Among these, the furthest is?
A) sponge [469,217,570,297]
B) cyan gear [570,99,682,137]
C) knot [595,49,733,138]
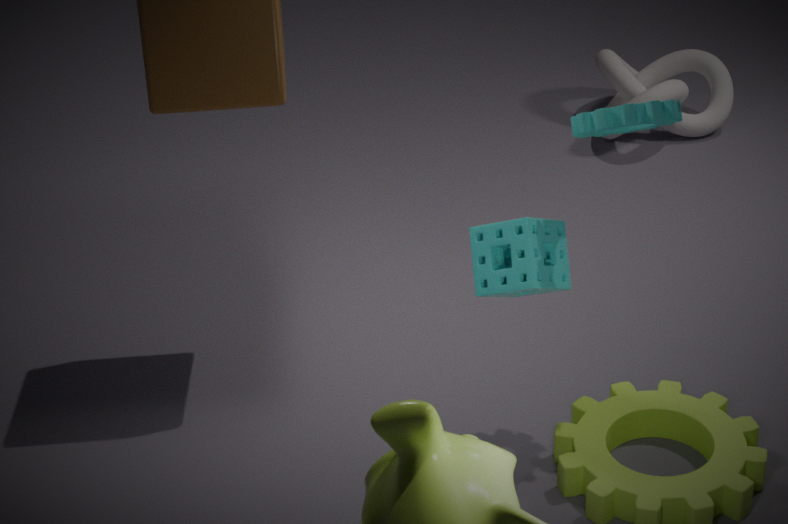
knot [595,49,733,138]
